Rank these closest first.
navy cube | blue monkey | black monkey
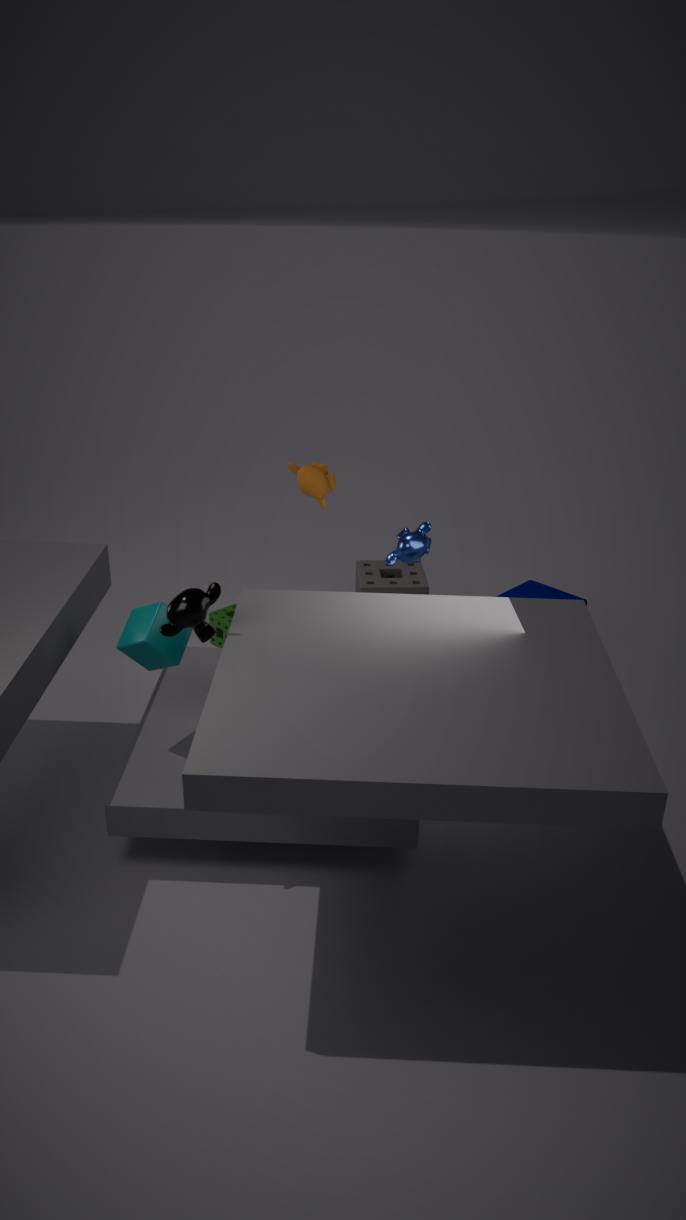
1. black monkey
2. blue monkey
3. navy cube
